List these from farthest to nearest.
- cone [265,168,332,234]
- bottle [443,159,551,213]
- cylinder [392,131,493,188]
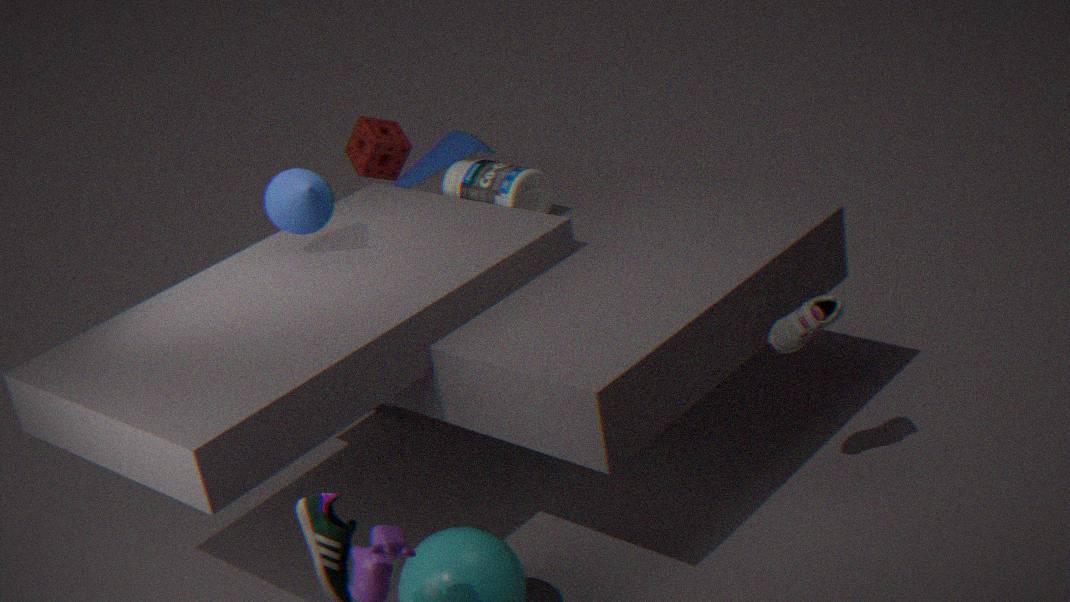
cylinder [392,131,493,188]
bottle [443,159,551,213]
cone [265,168,332,234]
